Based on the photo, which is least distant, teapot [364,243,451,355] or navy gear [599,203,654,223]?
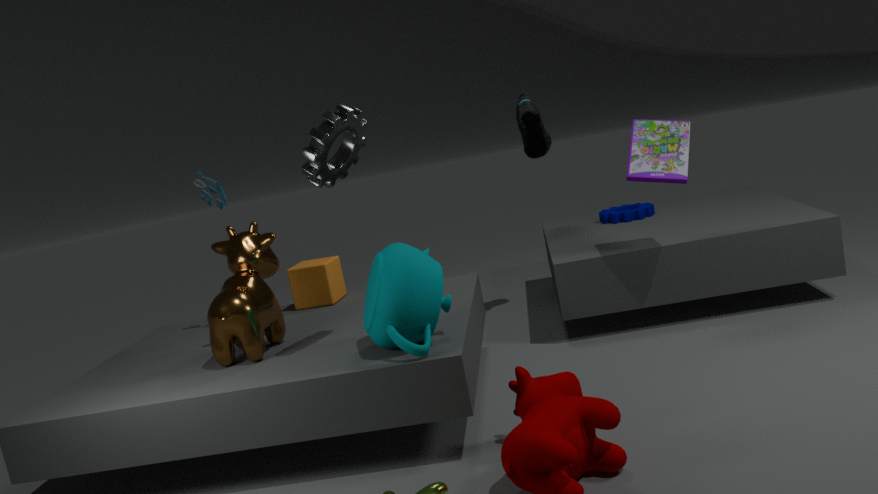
teapot [364,243,451,355]
